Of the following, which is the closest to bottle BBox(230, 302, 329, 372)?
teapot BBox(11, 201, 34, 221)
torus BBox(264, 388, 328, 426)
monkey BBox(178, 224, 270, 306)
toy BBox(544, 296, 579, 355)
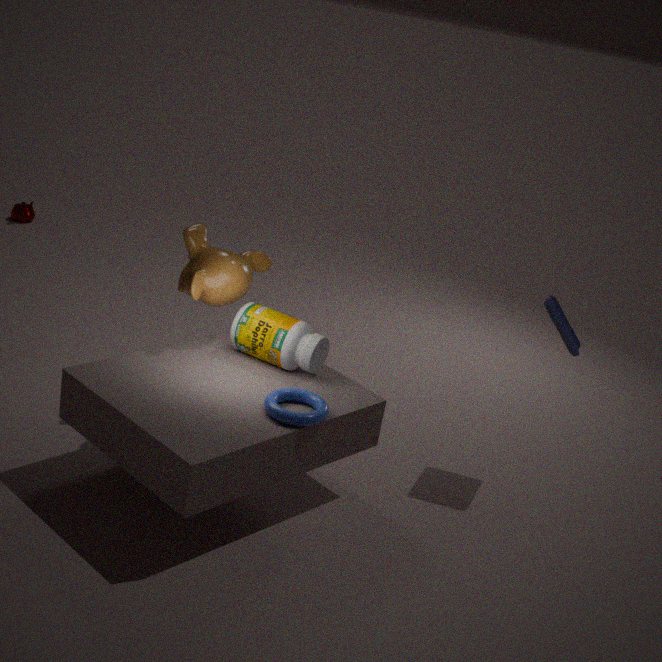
monkey BBox(178, 224, 270, 306)
